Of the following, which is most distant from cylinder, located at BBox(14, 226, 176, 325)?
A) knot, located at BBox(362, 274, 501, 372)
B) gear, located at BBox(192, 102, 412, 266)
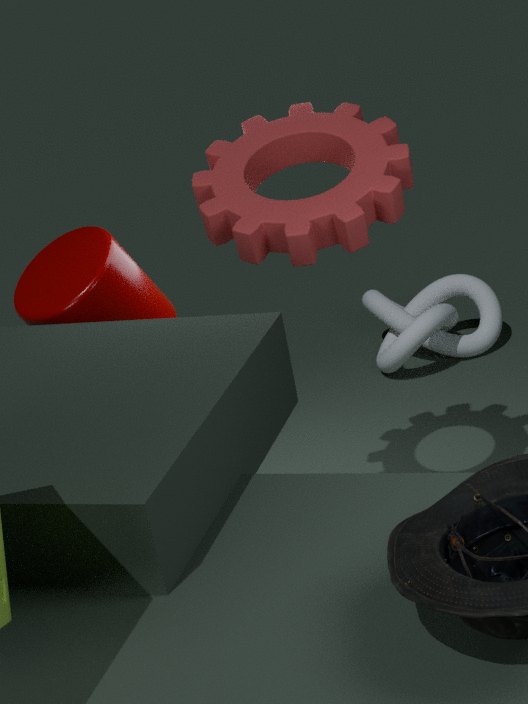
knot, located at BBox(362, 274, 501, 372)
